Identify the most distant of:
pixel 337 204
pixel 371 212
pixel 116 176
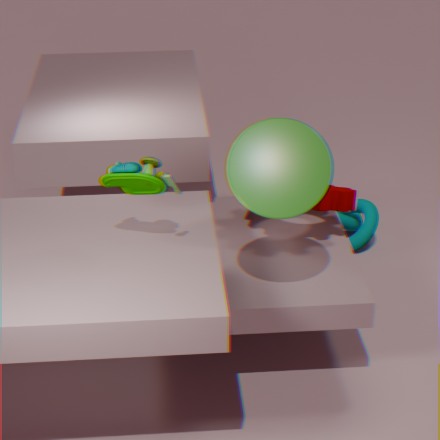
pixel 371 212
